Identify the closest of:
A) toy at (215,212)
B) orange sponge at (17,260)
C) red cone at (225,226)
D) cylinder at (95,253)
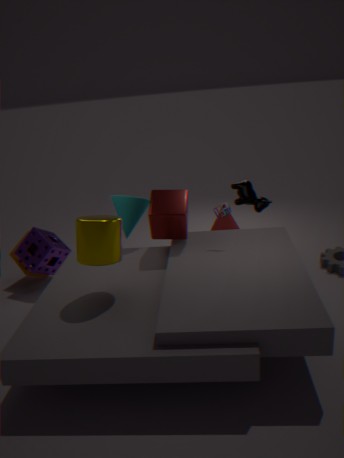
cylinder at (95,253)
